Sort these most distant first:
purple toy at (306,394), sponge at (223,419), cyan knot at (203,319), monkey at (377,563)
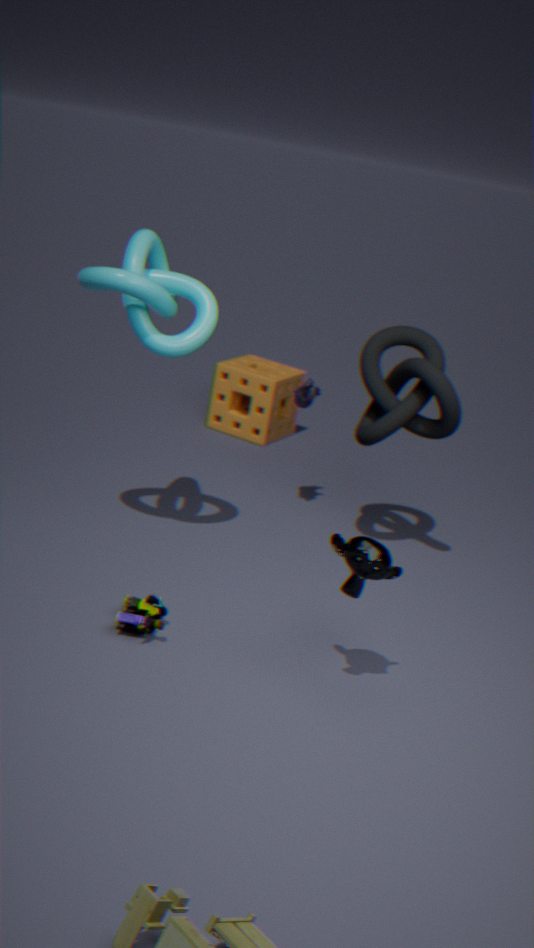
sponge at (223,419) → purple toy at (306,394) → cyan knot at (203,319) → monkey at (377,563)
